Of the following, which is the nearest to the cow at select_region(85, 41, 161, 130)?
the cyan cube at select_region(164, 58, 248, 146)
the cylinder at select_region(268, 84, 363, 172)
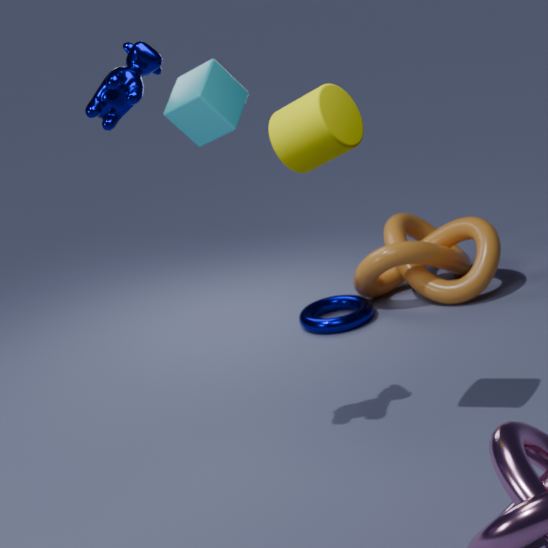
the cylinder at select_region(268, 84, 363, 172)
